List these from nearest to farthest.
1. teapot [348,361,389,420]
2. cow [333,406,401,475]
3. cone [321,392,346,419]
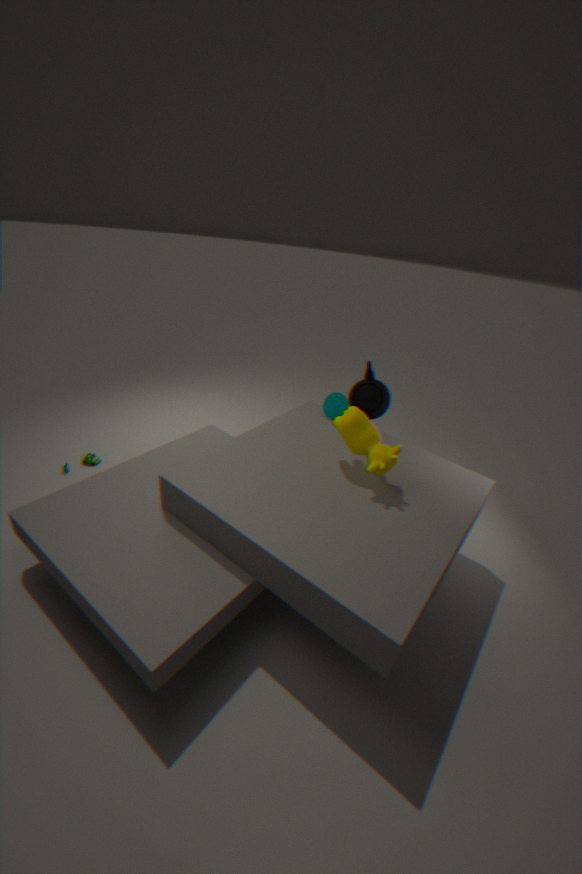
cow [333,406,401,475], cone [321,392,346,419], teapot [348,361,389,420]
